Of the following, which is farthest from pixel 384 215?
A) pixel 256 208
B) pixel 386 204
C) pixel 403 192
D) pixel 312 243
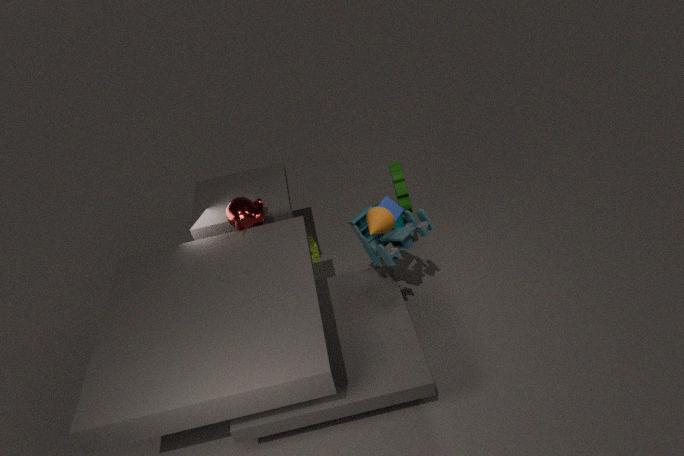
pixel 312 243
